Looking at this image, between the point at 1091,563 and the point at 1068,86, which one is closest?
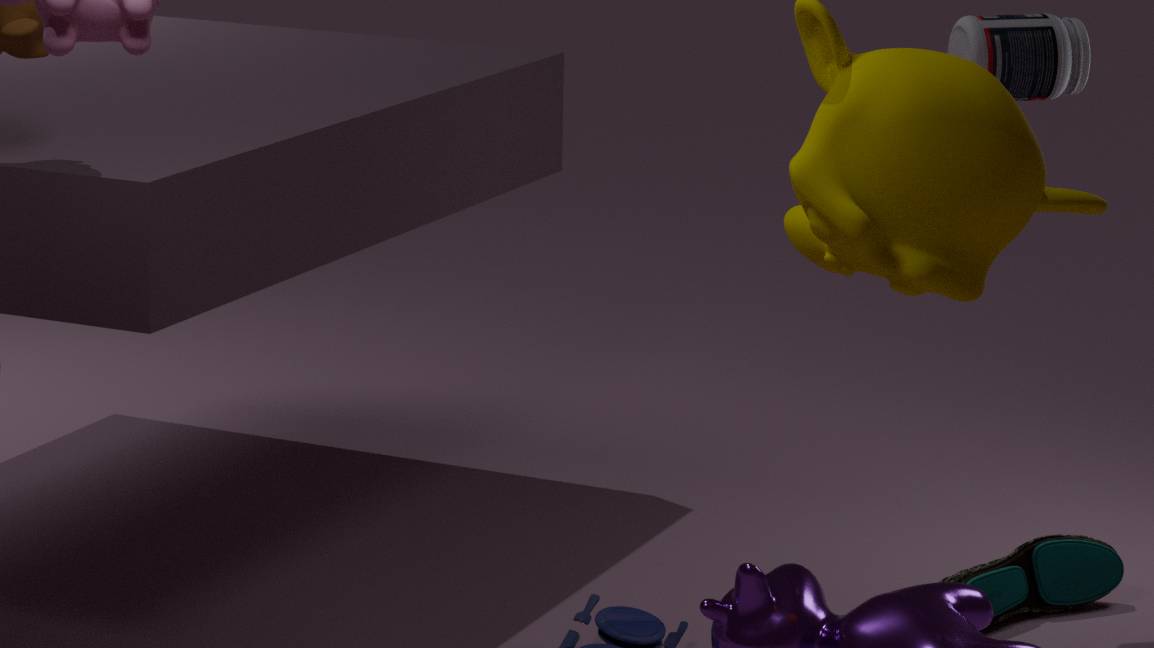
the point at 1068,86
